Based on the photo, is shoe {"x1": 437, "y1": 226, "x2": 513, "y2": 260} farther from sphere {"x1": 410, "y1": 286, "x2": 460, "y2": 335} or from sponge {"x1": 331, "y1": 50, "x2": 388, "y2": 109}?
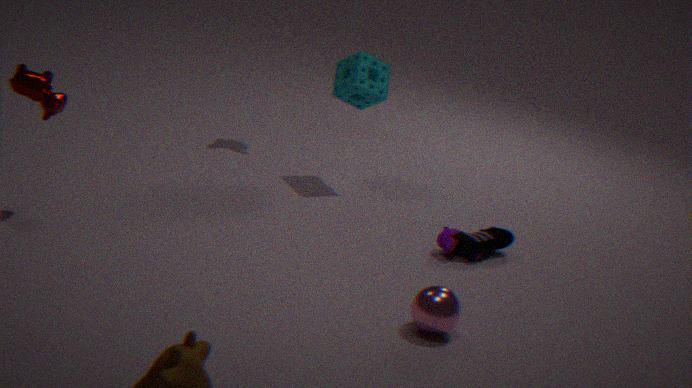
sponge {"x1": 331, "y1": 50, "x2": 388, "y2": 109}
